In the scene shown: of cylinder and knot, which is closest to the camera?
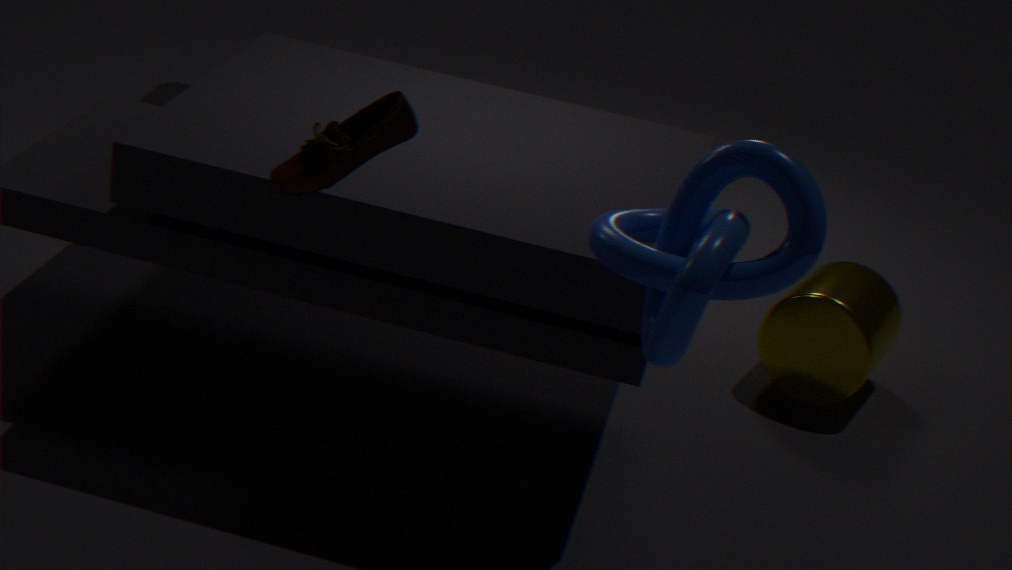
knot
